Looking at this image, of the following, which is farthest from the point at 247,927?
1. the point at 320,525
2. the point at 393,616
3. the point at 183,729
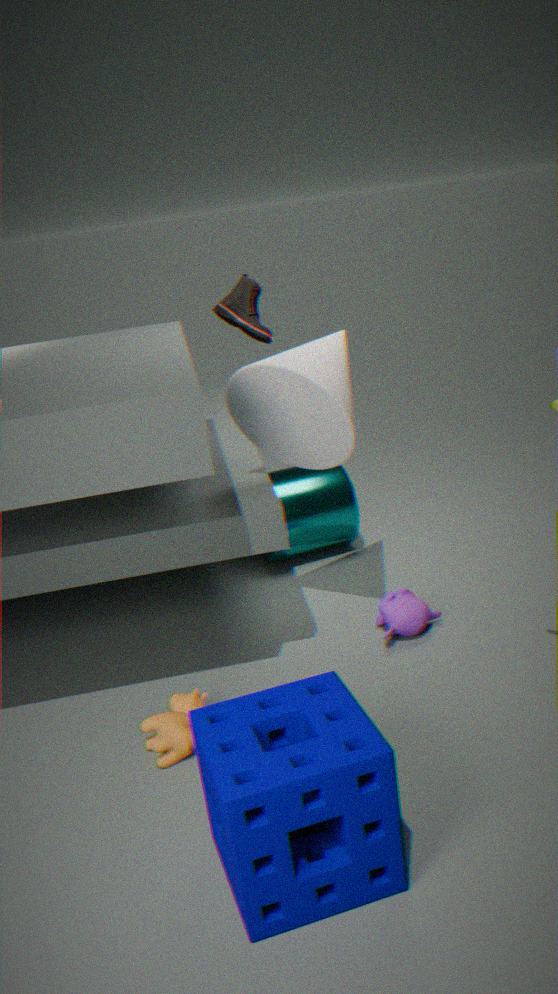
the point at 320,525
